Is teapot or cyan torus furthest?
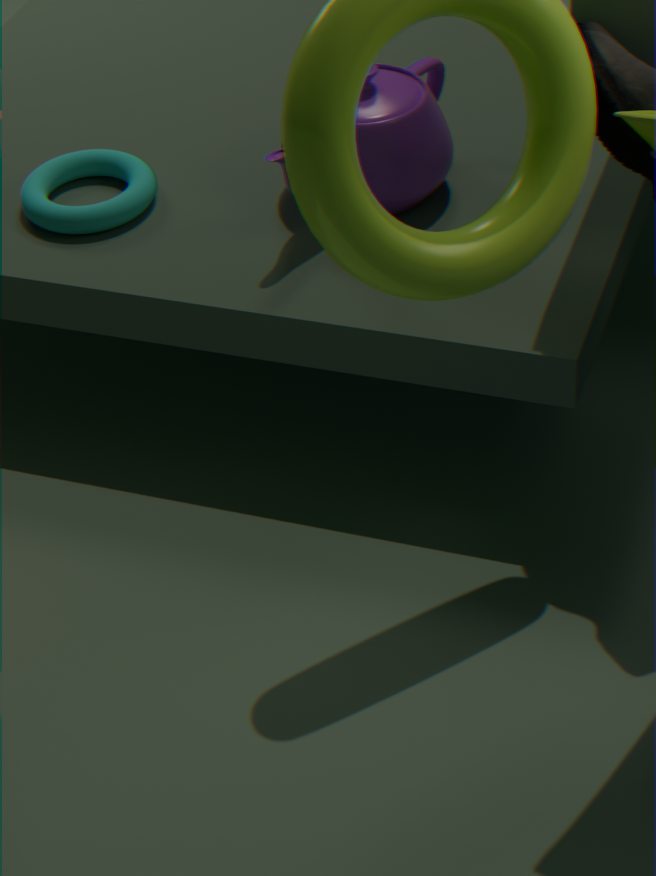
cyan torus
